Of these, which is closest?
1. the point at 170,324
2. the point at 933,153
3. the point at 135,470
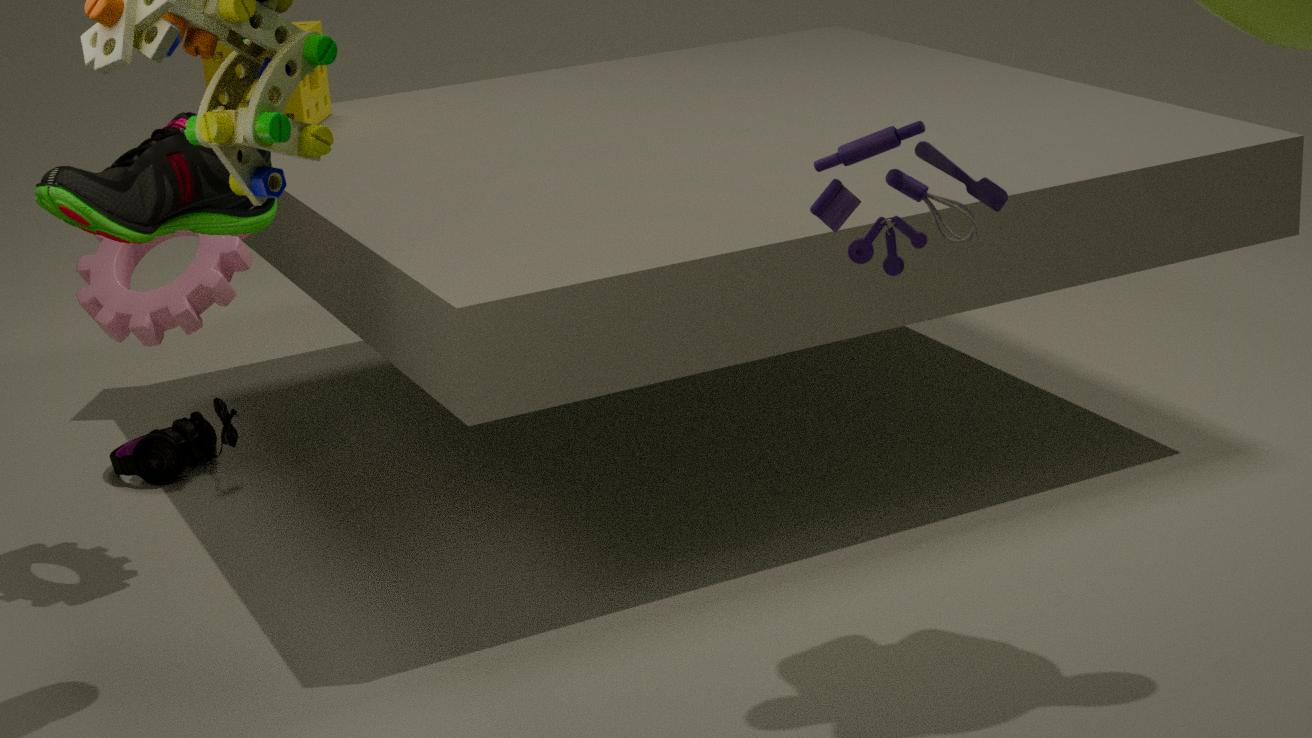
the point at 933,153
